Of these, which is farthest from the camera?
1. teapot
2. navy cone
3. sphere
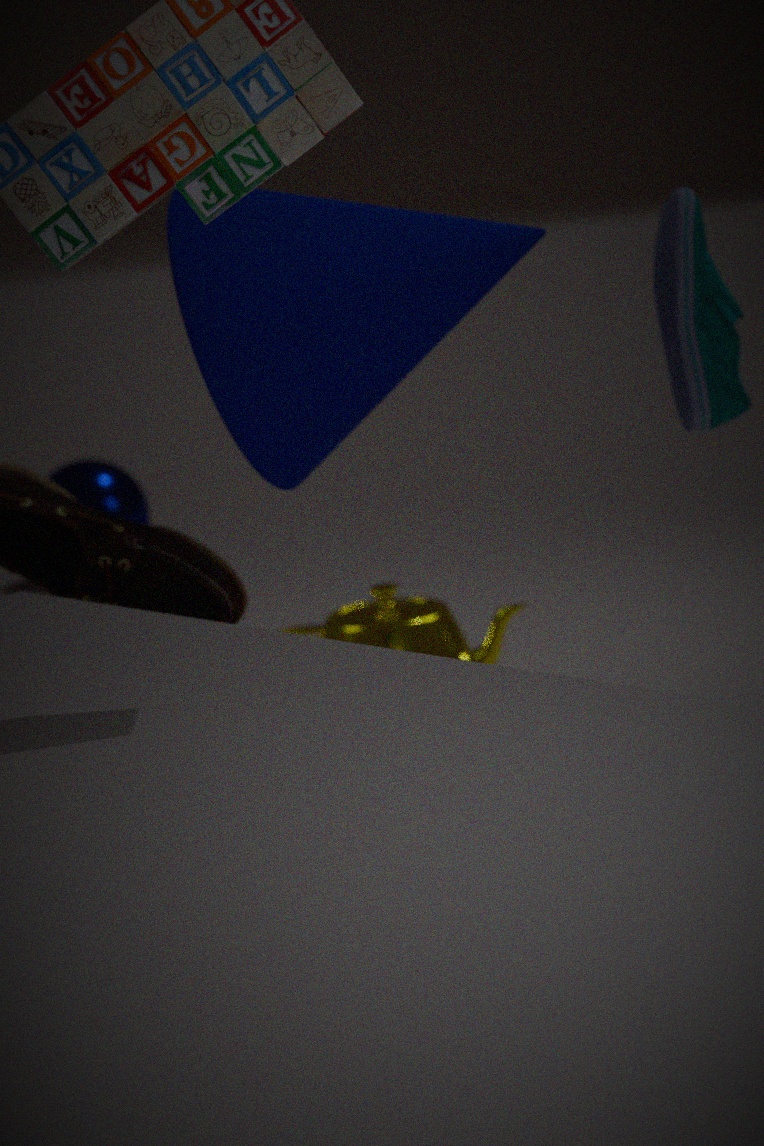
sphere
